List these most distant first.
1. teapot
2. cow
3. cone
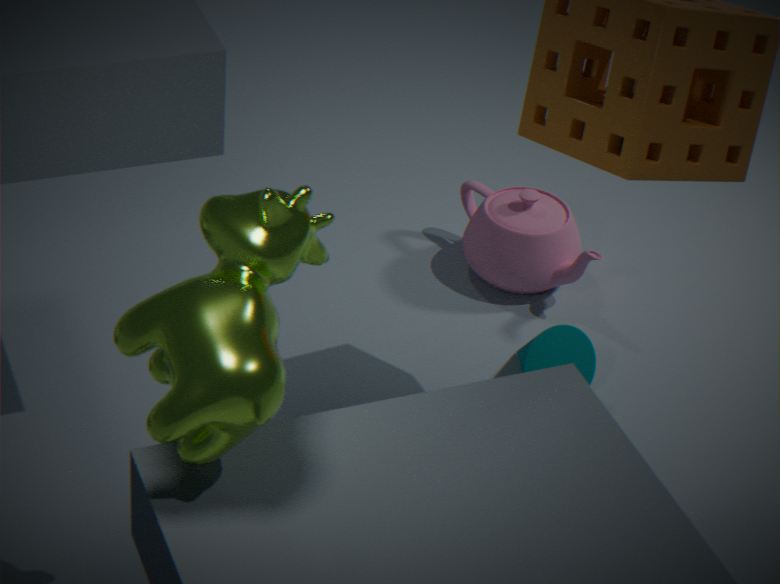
teapot < cone < cow
